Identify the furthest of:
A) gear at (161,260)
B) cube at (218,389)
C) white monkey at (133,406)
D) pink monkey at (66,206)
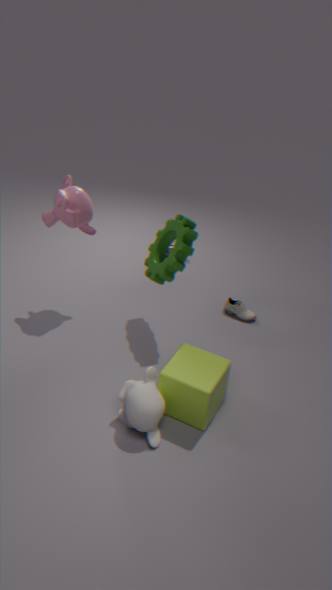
pink monkey at (66,206)
